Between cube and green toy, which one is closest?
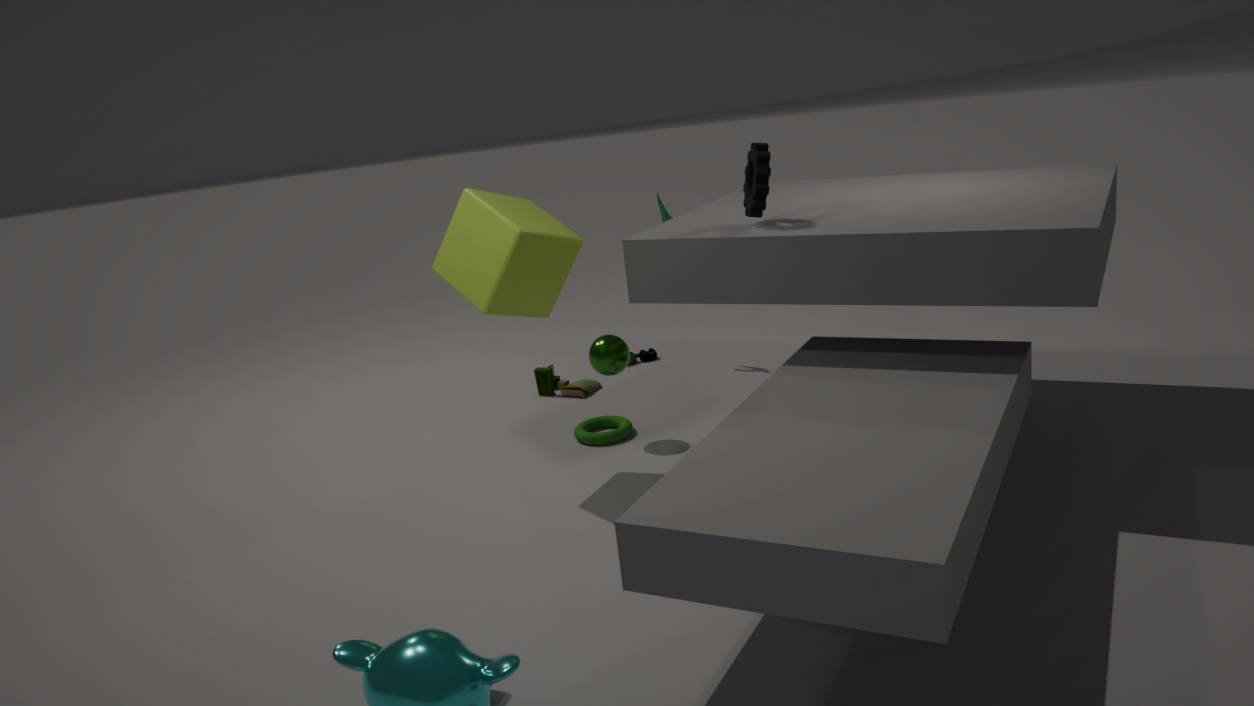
cube
